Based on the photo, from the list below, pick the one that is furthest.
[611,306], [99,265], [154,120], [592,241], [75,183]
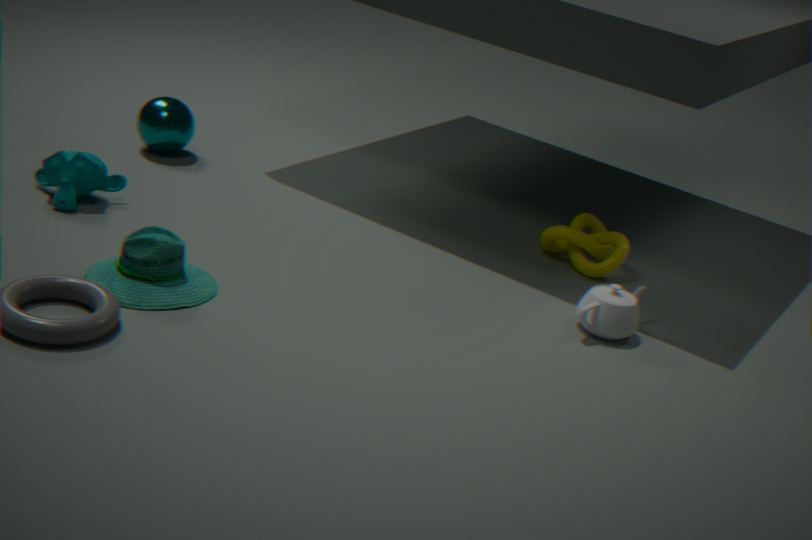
[154,120]
